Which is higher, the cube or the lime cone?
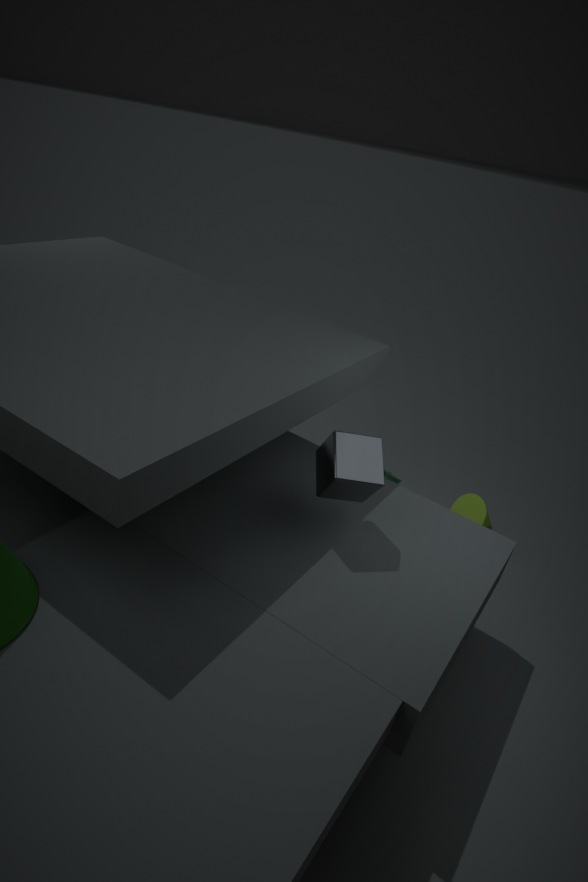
the cube
